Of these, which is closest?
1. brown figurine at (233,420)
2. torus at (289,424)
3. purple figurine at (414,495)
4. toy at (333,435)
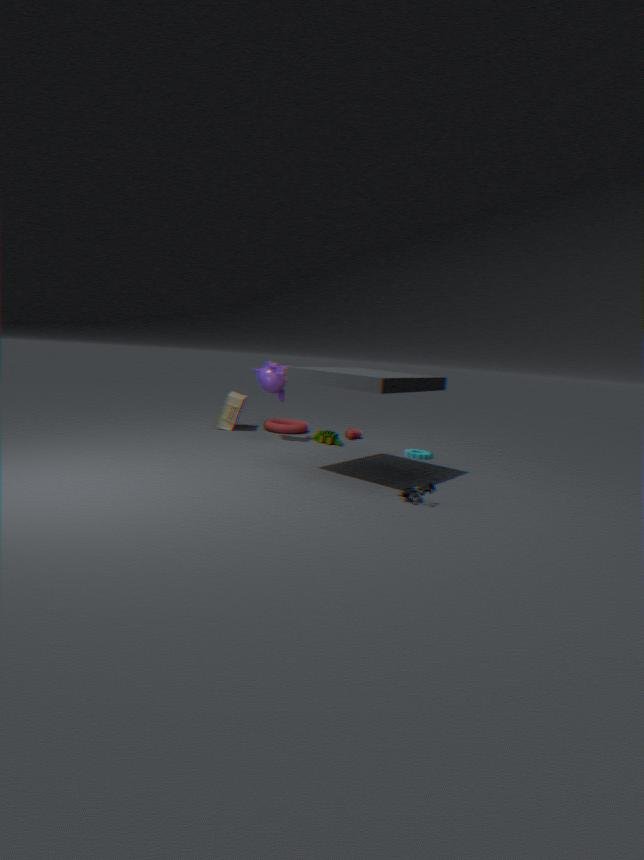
purple figurine at (414,495)
